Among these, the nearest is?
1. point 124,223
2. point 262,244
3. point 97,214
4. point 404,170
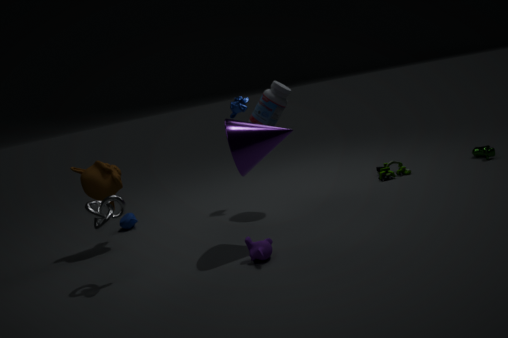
point 262,244
